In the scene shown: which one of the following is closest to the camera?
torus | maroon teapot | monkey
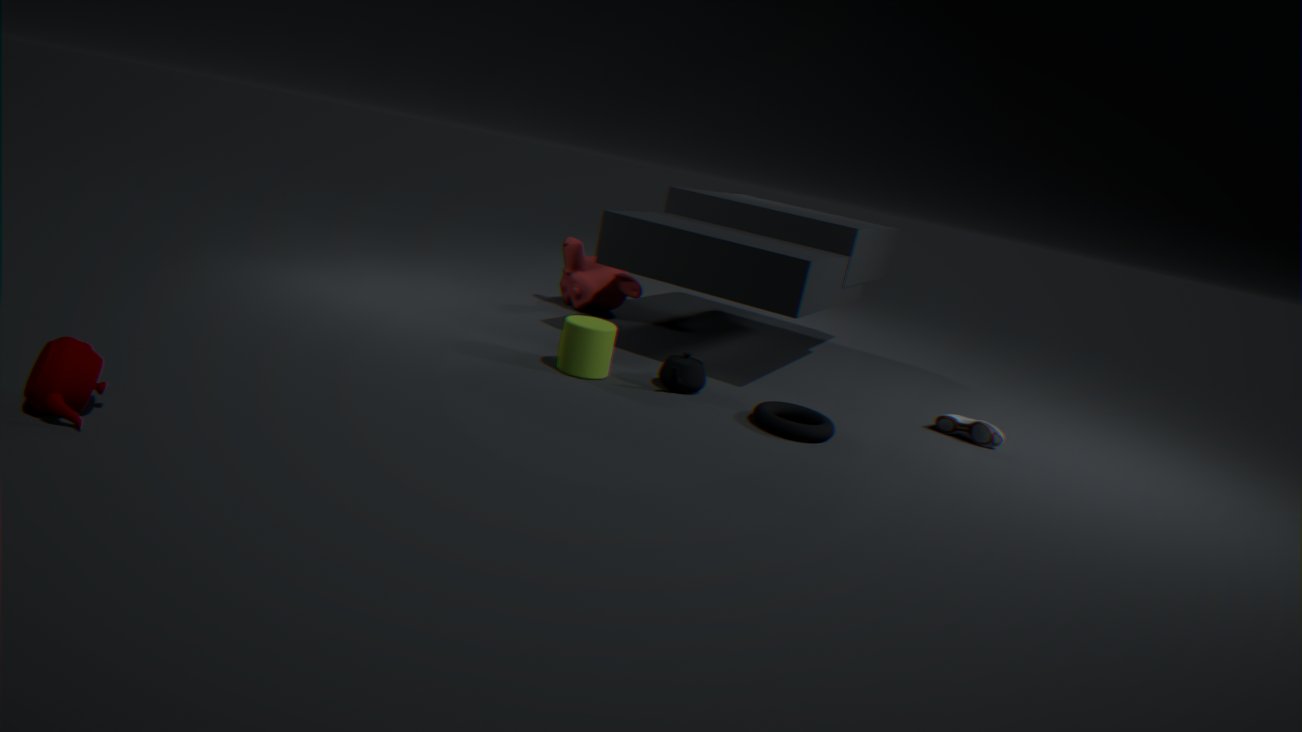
maroon teapot
